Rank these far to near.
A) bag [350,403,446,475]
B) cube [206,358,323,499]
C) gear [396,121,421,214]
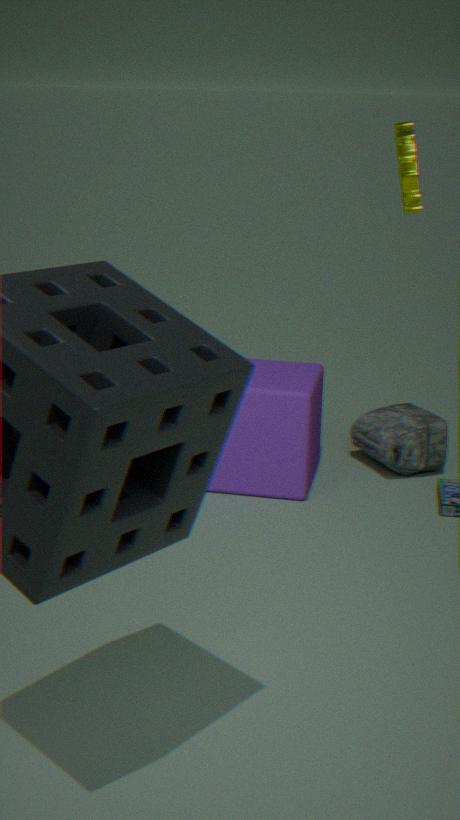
bag [350,403,446,475]
cube [206,358,323,499]
gear [396,121,421,214]
